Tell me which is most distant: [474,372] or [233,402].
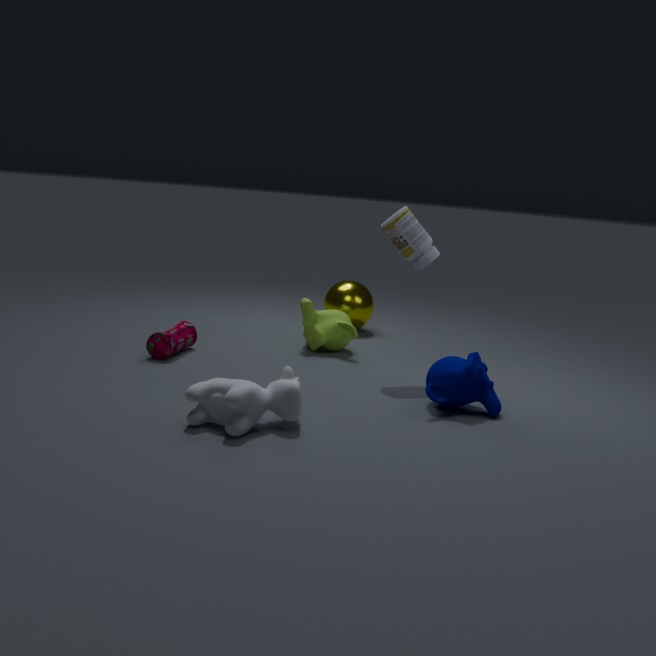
[474,372]
